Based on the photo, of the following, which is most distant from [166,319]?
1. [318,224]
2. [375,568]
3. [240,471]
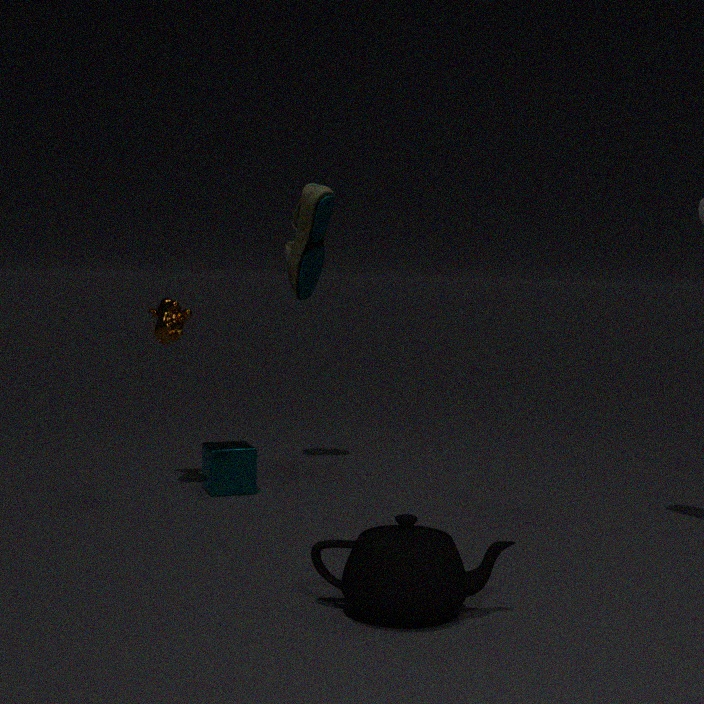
[375,568]
